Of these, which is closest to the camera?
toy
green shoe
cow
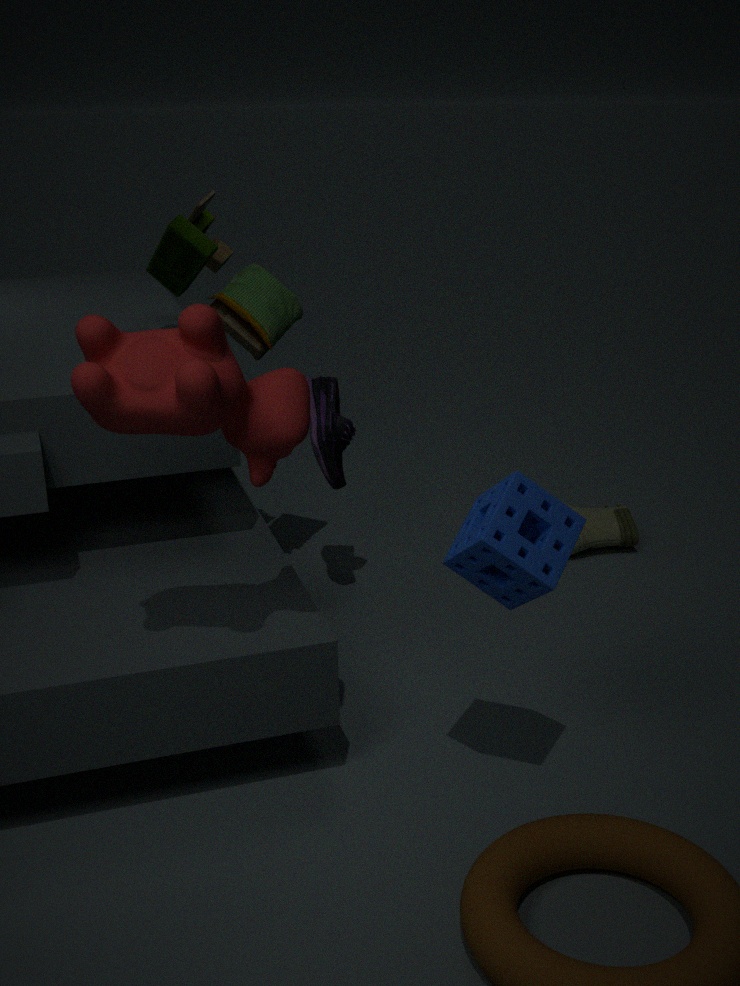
cow
